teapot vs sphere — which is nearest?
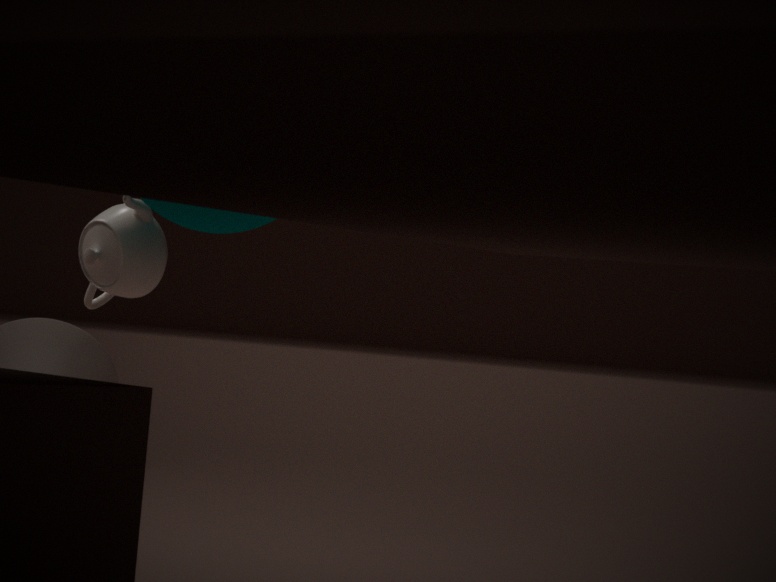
sphere
